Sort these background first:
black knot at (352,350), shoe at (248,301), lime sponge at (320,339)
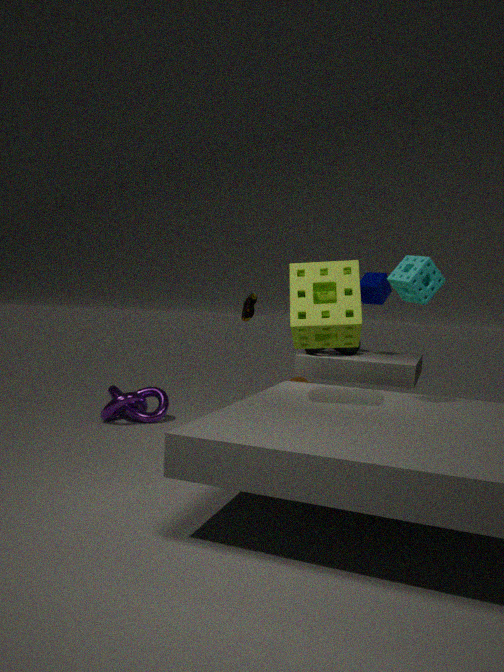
shoe at (248,301) → black knot at (352,350) → lime sponge at (320,339)
